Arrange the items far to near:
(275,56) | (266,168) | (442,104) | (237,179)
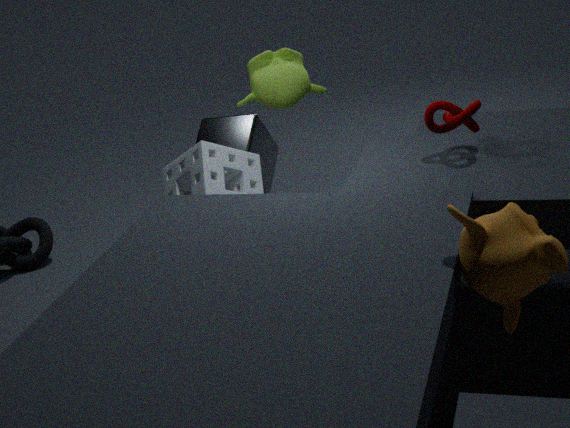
(266,168), (275,56), (237,179), (442,104)
